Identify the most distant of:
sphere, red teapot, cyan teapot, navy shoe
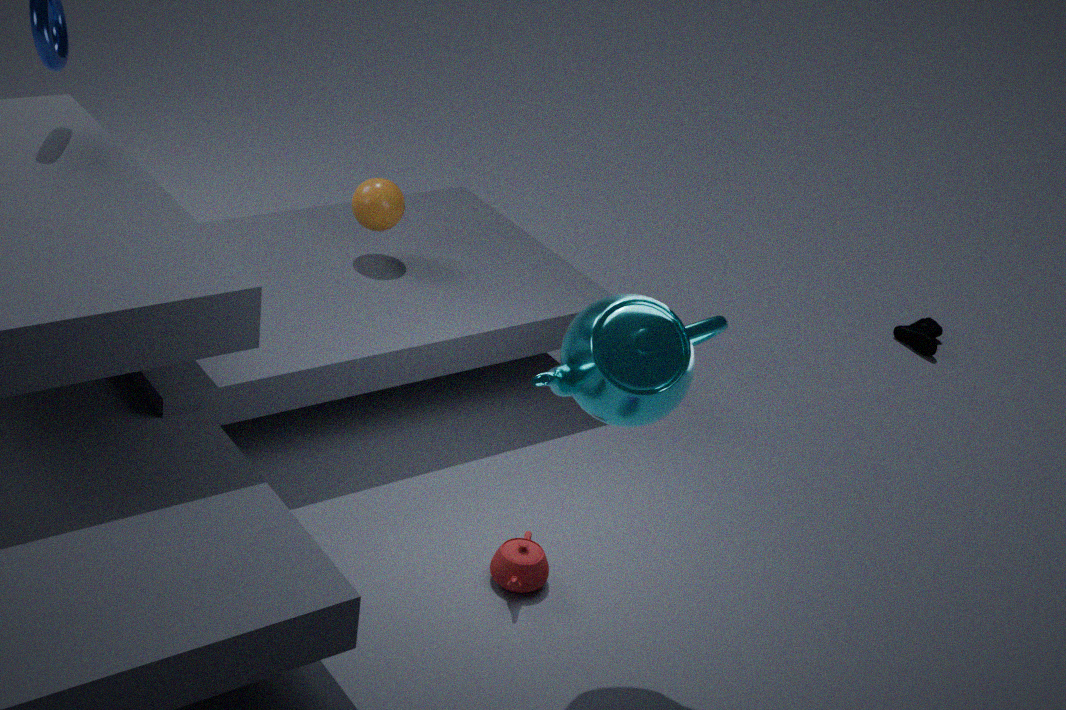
navy shoe
